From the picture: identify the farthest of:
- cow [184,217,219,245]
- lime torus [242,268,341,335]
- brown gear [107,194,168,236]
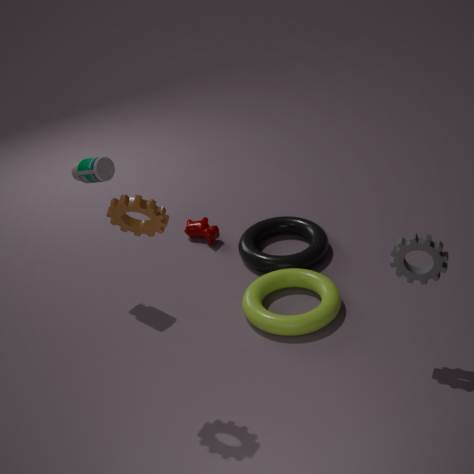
cow [184,217,219,245]
